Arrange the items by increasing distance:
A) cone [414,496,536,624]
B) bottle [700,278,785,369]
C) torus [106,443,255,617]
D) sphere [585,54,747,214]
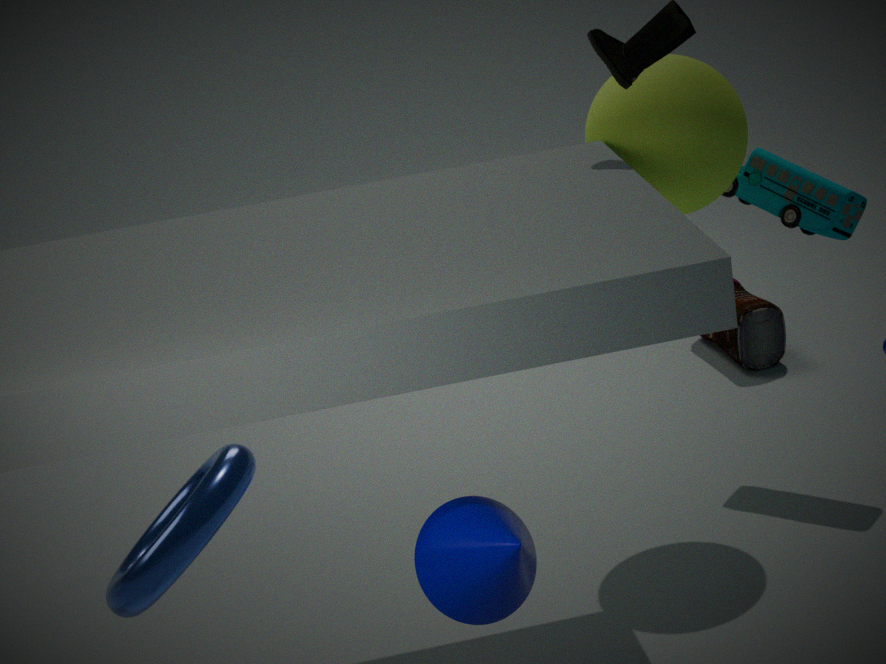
torus [106,443,255,617], cone [414,496,536,624], sphere [585,54,747,214], bottle [700,278,785,369]
